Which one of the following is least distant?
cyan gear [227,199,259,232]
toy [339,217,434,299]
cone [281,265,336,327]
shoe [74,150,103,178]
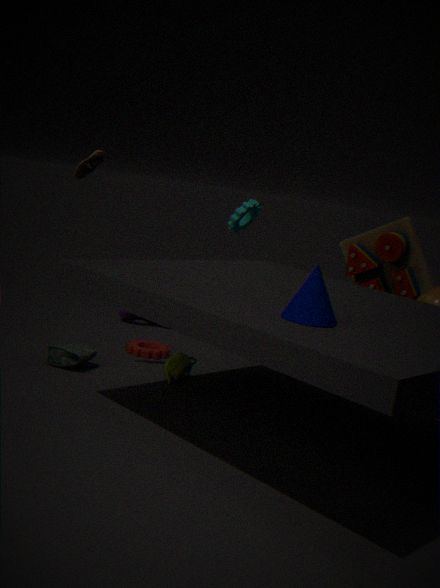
cone [281,265,336,327]
